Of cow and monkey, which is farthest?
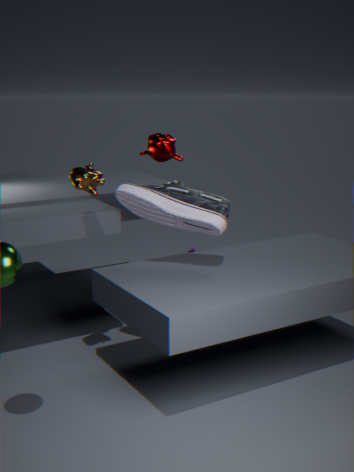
monkey
